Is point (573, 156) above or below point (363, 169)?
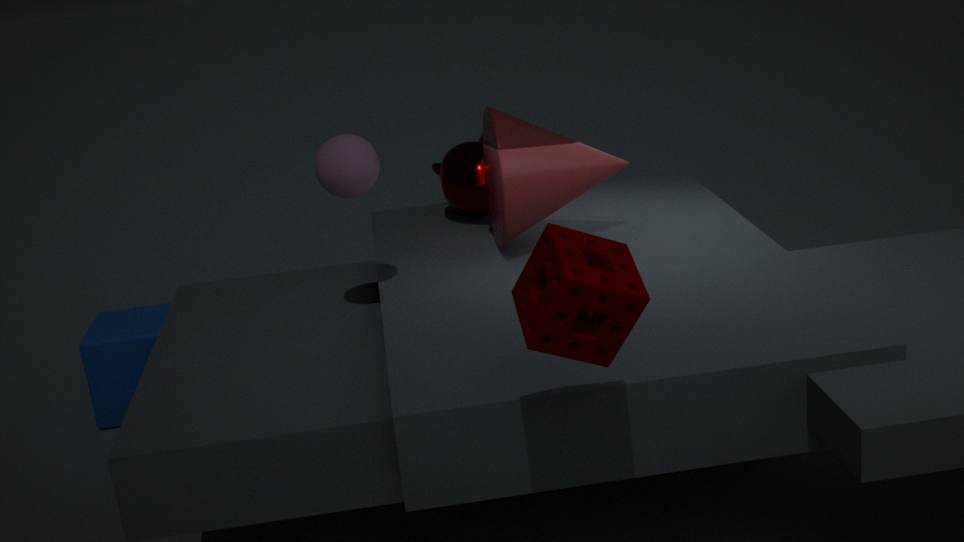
below
